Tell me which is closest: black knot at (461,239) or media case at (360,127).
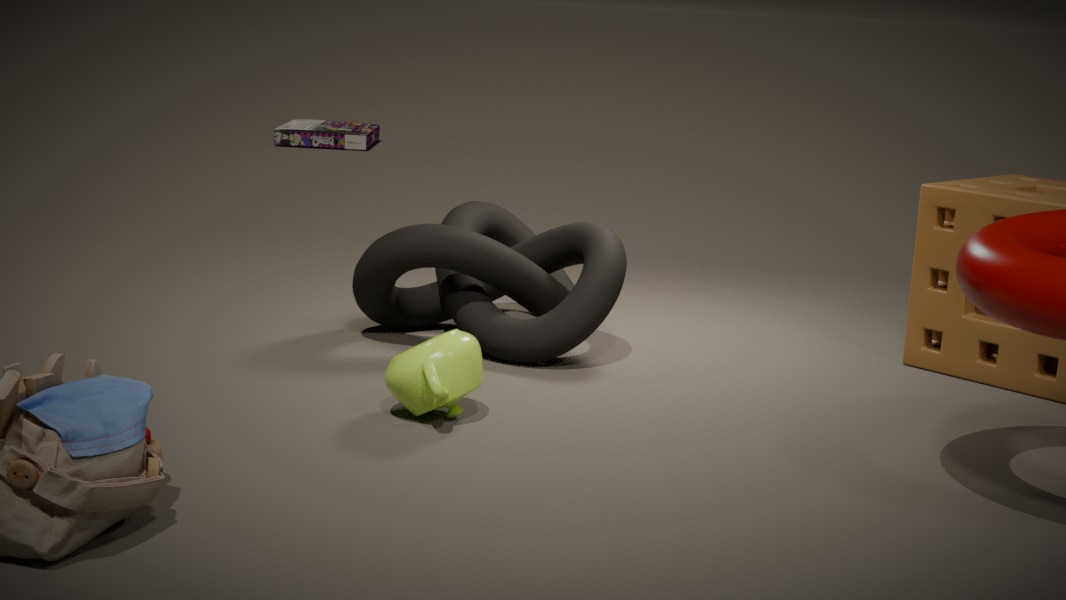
black knot at (461,239)
